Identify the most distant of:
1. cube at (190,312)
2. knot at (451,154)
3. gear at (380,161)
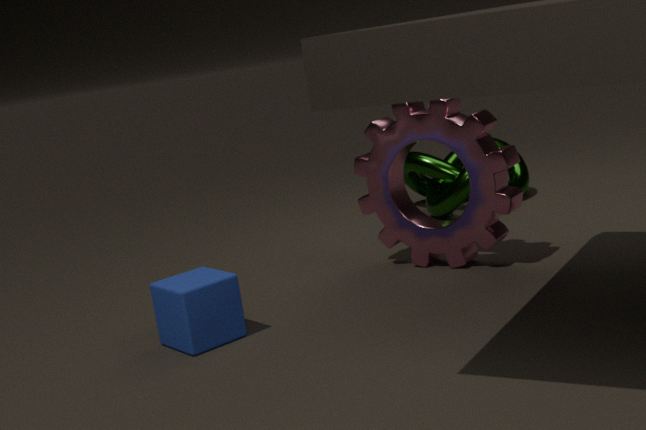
knot at (451,154)
